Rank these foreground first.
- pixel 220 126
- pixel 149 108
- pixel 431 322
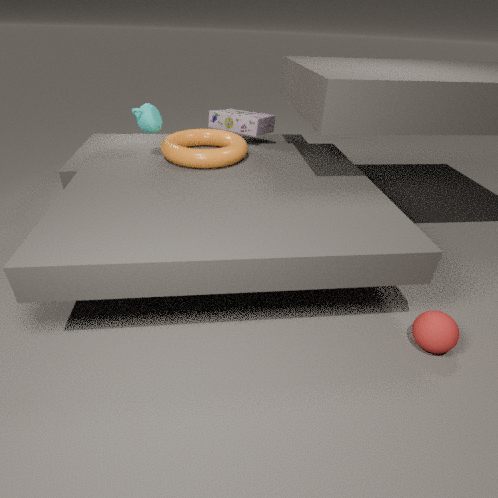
pixel 431 322 < pixel 149 108 < pixel 220 126
